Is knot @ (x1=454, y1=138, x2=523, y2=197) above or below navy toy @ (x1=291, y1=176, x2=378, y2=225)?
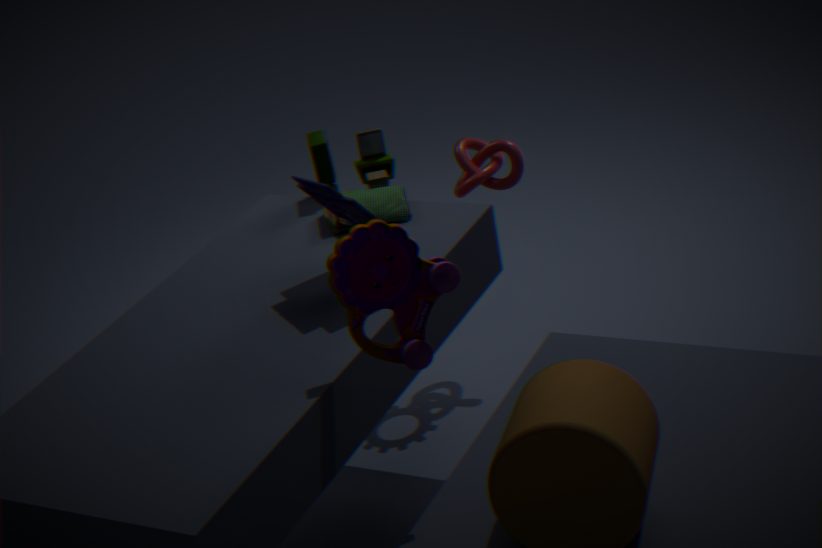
below
